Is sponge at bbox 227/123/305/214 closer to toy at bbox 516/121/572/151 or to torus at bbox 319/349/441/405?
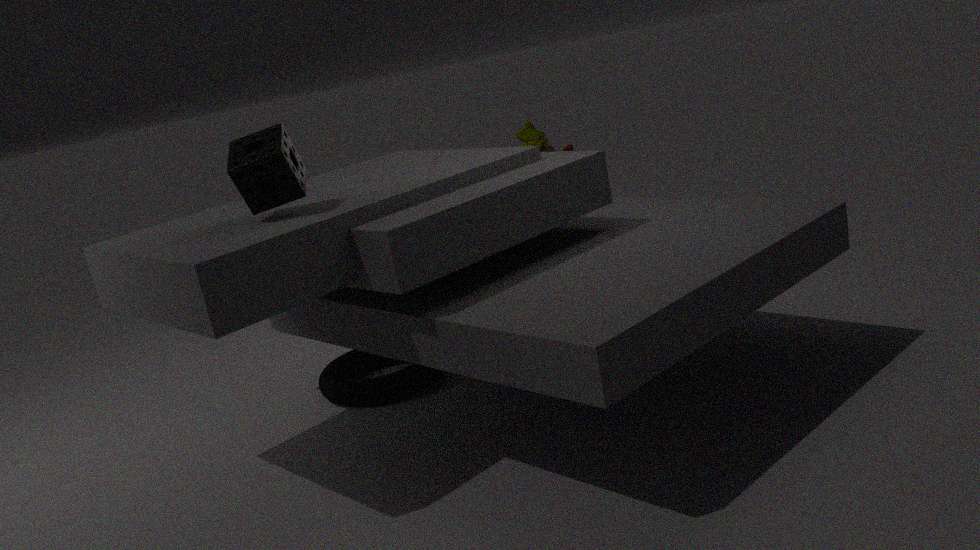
torus at bbox 319/349/441/405
